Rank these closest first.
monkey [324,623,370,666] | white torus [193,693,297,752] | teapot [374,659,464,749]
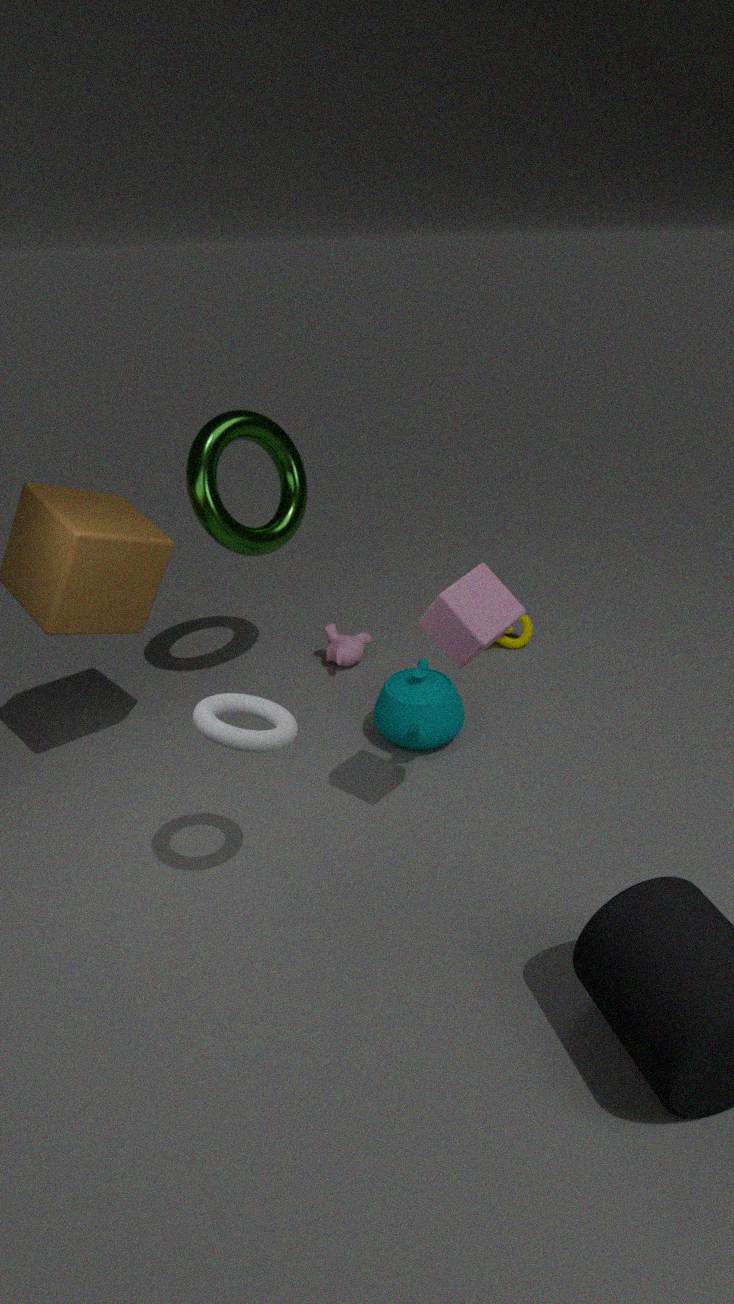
white torus [193,693,297,752]
teapot [374,659,464,749]
monkey [324,623,370,666]
